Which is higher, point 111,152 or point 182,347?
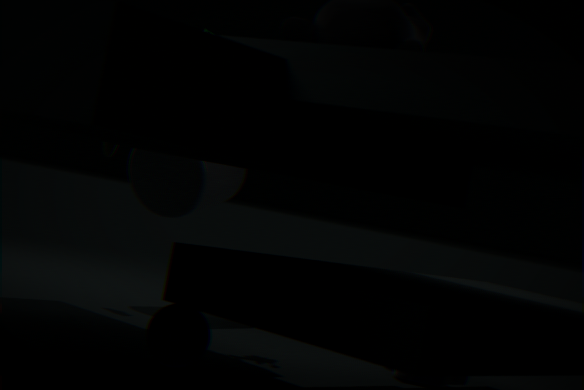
point 111,152
